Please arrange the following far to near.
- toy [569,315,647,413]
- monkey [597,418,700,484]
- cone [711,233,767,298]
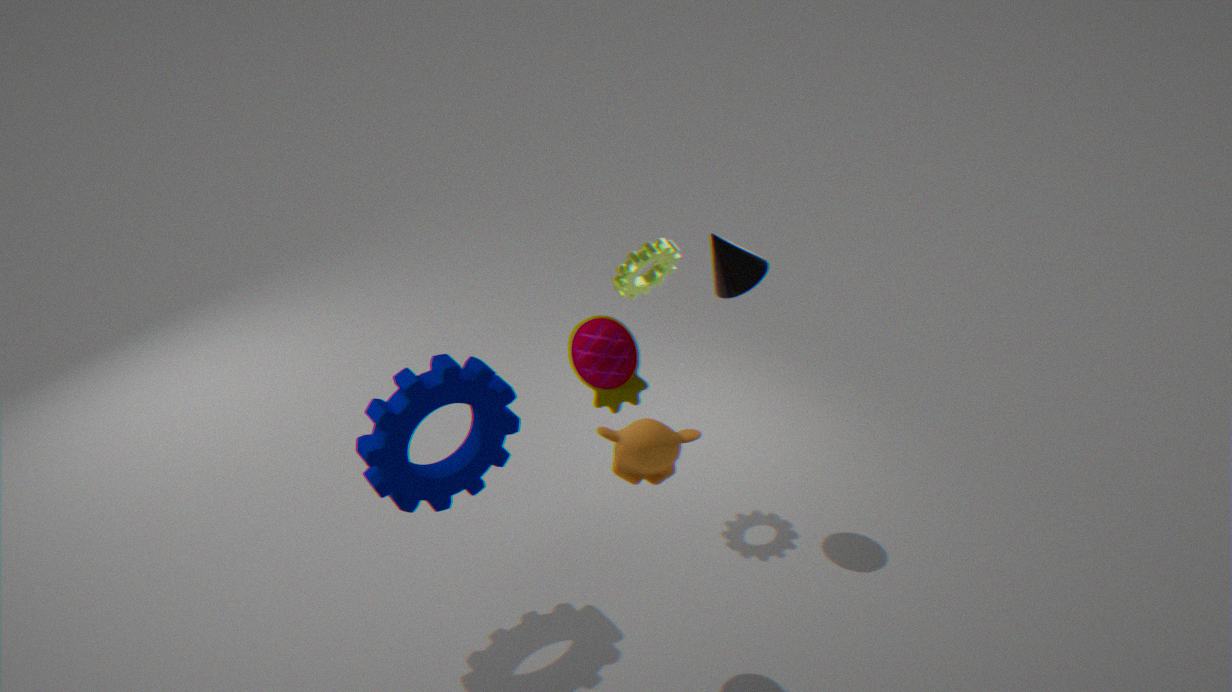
cone [711,233,767,298]
toy [569,315,647,413]
monkey [597,418,700,484]
